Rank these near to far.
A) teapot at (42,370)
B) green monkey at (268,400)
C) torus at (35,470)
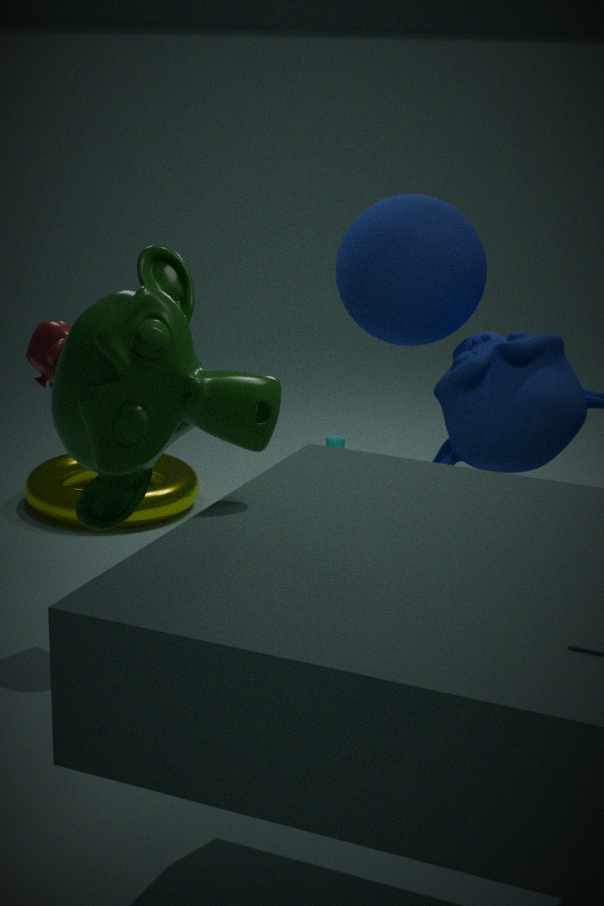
green monkey at (268,400) < teapot at (42,370) < torus at (35,470)
